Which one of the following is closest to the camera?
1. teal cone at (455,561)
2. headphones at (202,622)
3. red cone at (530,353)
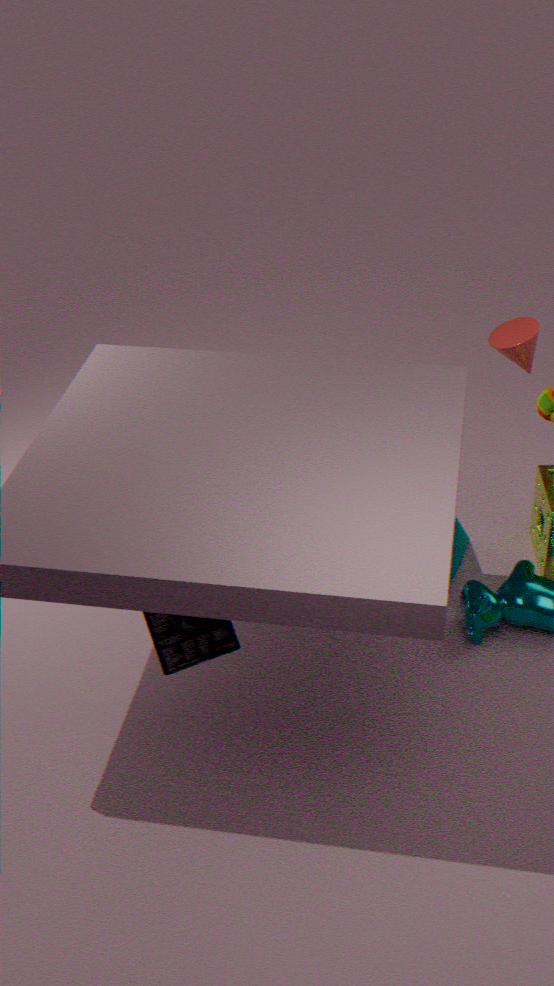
headphones at (202,622)
